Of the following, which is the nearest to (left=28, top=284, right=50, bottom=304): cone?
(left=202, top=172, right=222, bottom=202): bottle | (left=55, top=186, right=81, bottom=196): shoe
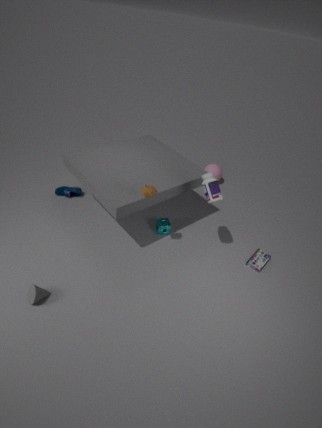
(left=55, top=186, right=81, bottom=196): shoe
